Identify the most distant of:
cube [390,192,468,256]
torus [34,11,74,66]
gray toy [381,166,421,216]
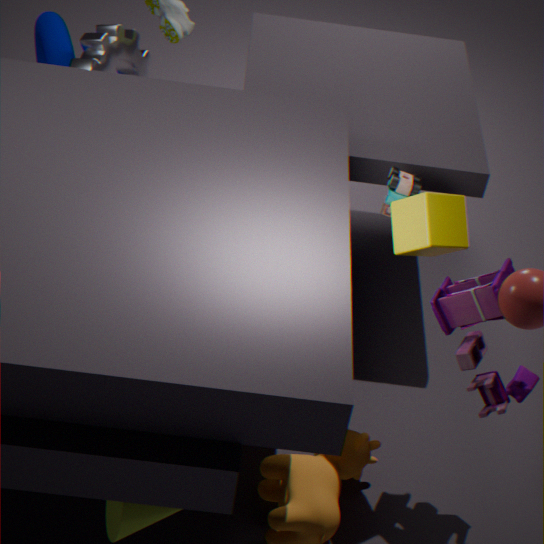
torus [34,11,74,66]
